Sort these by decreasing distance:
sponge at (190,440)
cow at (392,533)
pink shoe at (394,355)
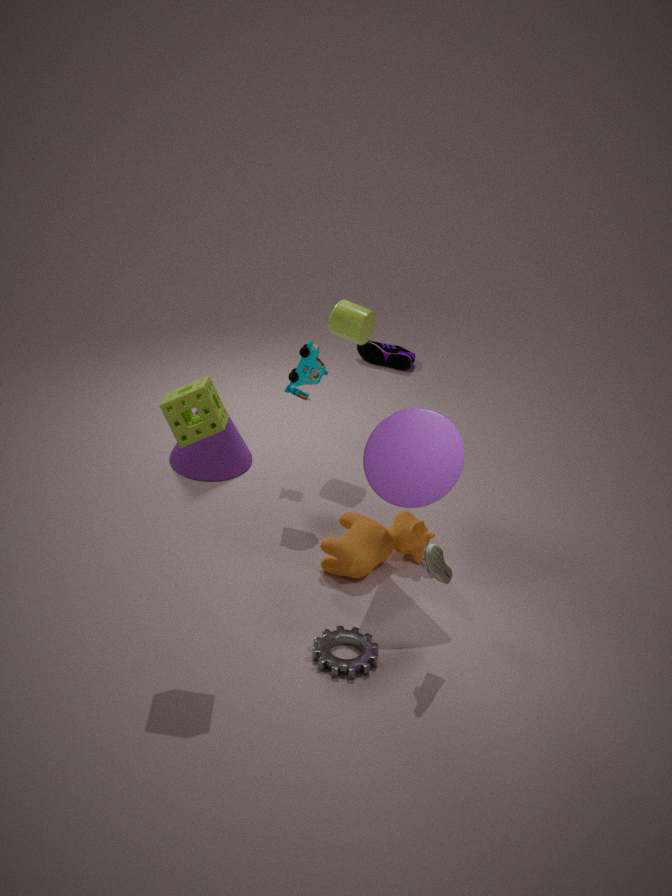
pink shoe at (394,355)
cow at (392,533)
sponge at (190,440)
